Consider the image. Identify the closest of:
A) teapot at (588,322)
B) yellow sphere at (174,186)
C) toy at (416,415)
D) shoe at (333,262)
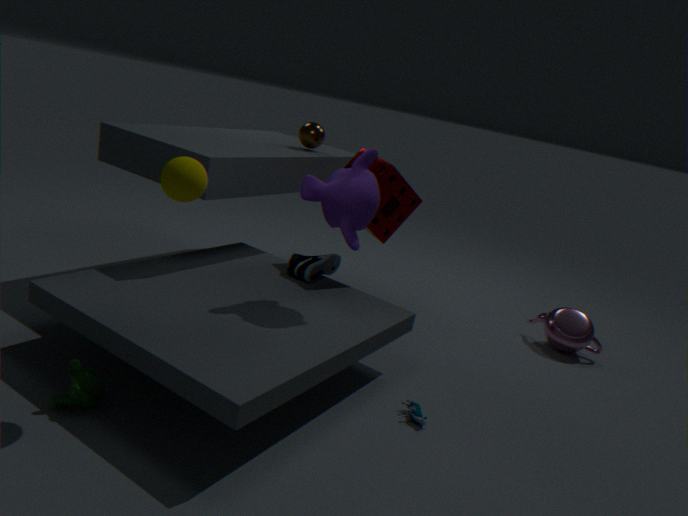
yellow sphere at (174,186)
